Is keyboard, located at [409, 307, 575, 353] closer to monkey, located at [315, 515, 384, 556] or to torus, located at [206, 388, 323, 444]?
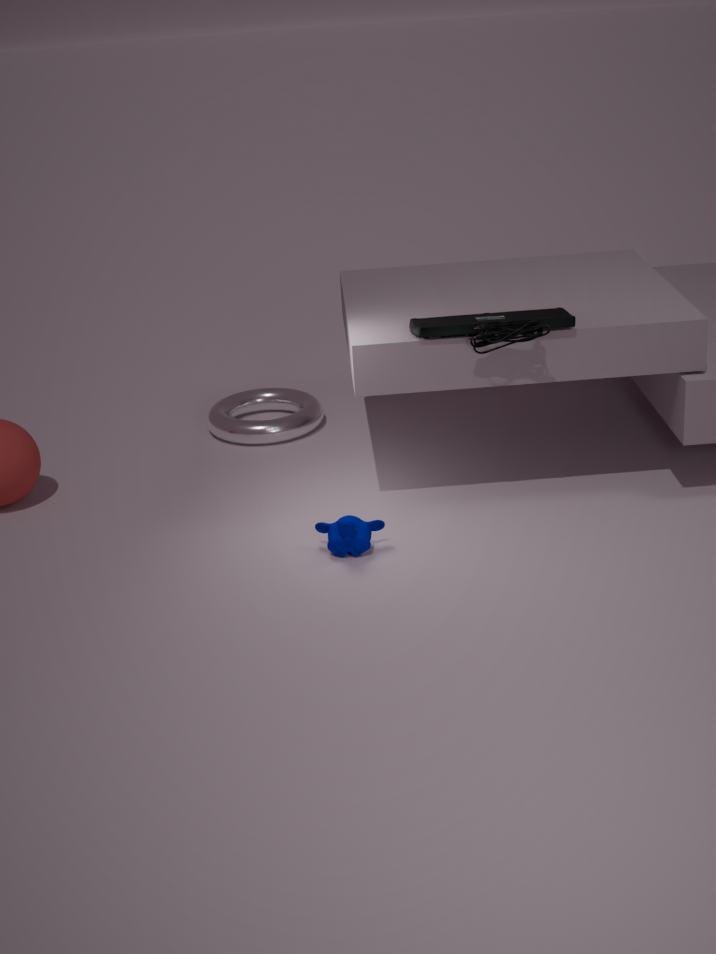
monkey, located at [315, 515, 384, 556]
